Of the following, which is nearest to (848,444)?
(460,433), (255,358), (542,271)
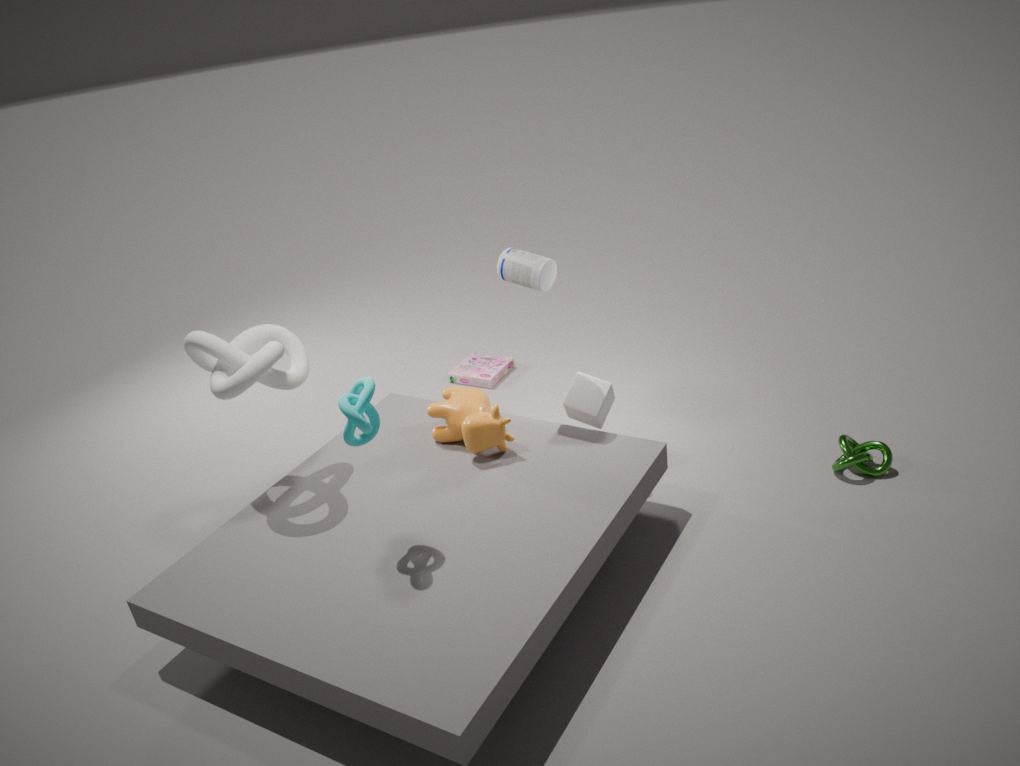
(542,271)
